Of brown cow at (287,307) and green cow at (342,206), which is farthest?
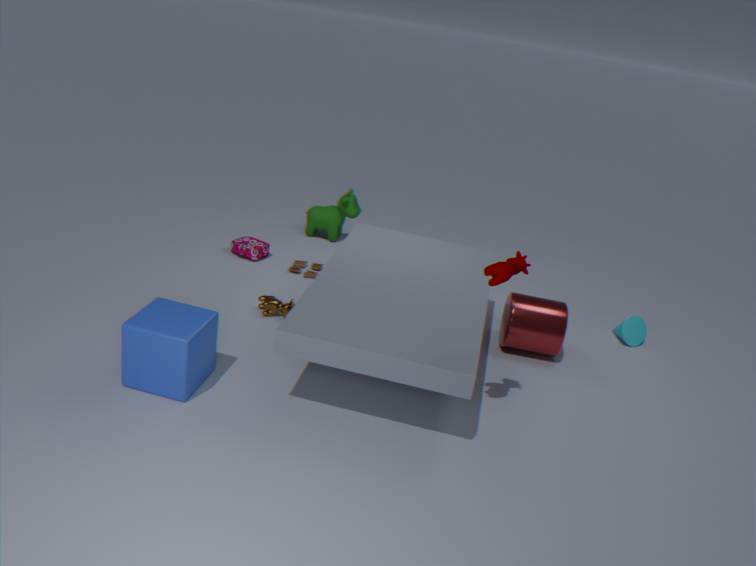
green cow at (342,206)
